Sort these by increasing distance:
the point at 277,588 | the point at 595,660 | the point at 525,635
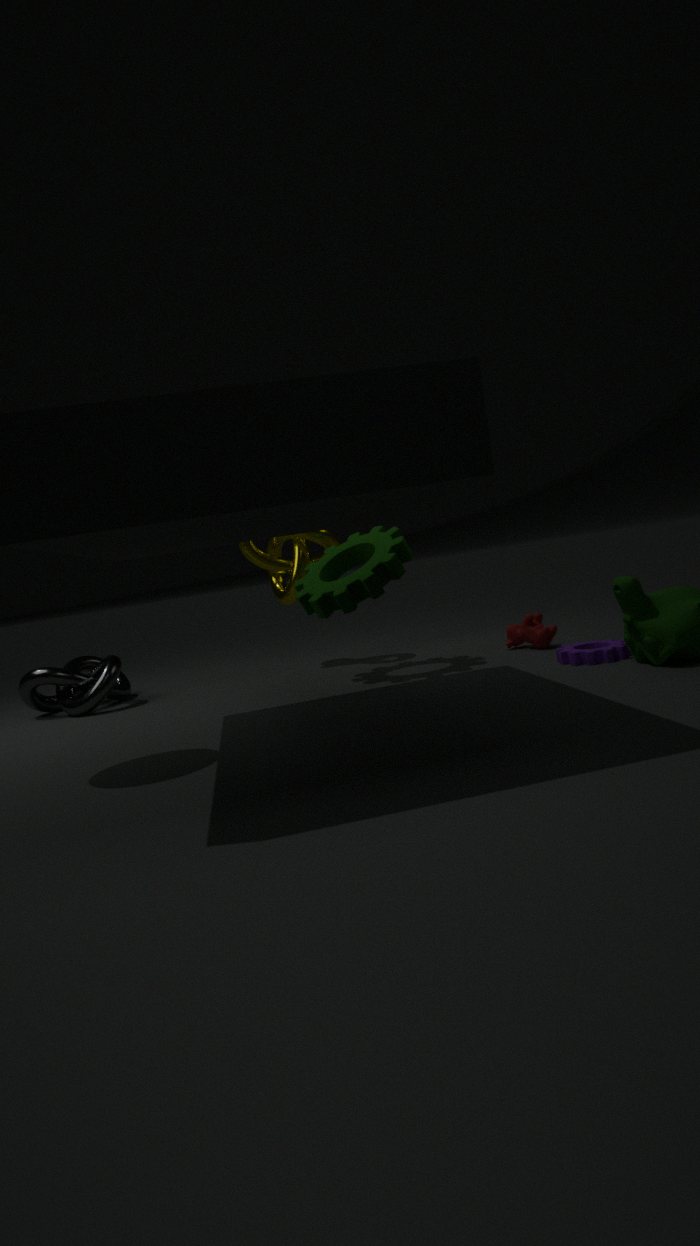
the point at 595,660 < the point at 525,635 < the point at 277,588
